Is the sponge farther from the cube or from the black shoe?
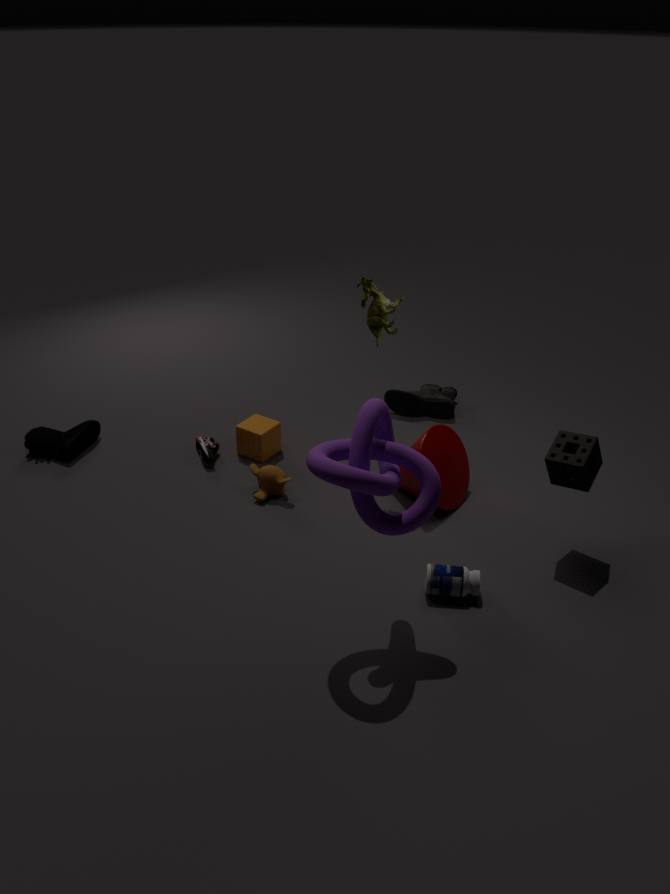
the black shoe
